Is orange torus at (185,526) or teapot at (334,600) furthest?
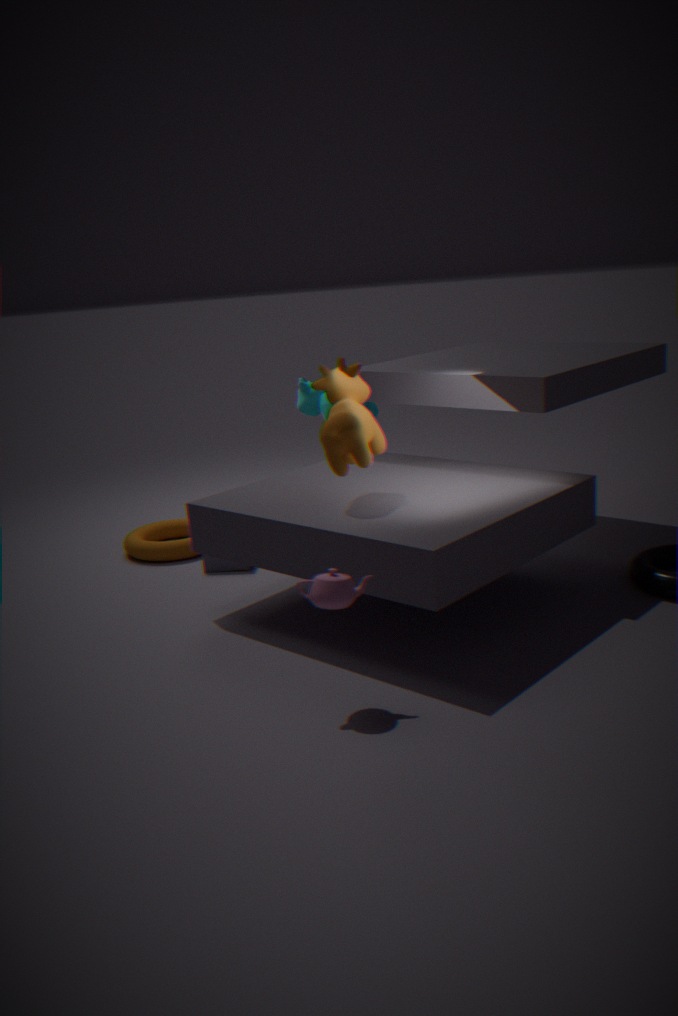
orange torus at (185,526)
